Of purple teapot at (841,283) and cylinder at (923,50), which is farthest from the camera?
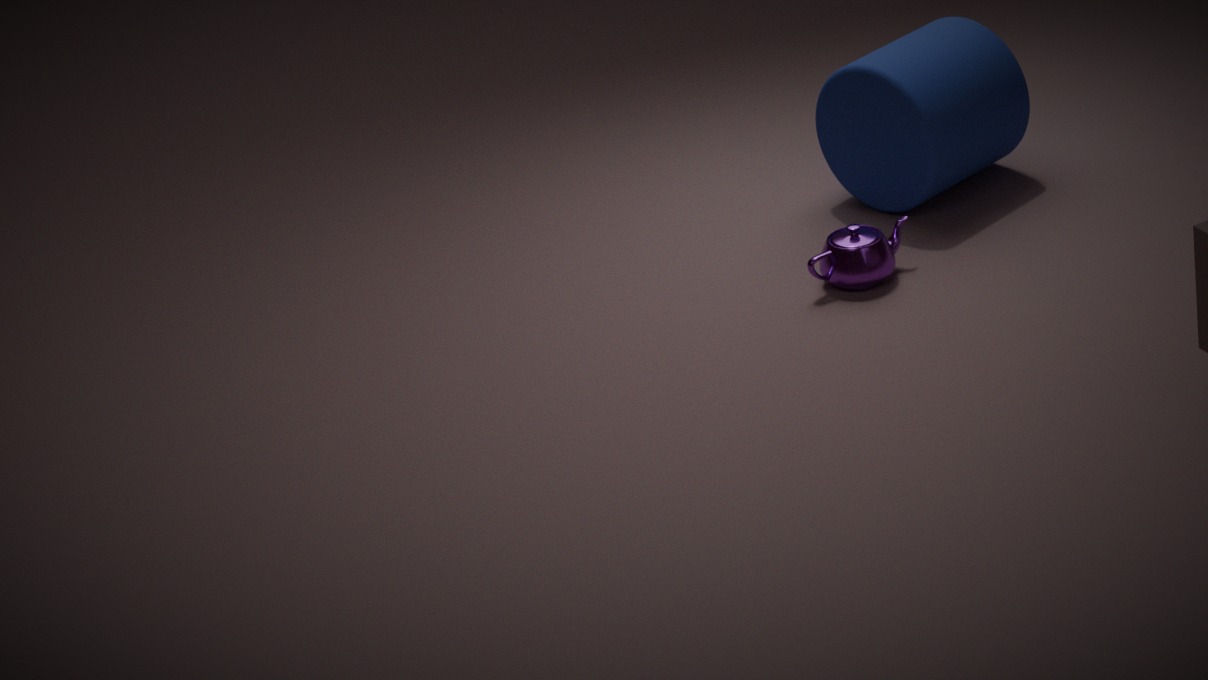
cylinder at (923,50)
